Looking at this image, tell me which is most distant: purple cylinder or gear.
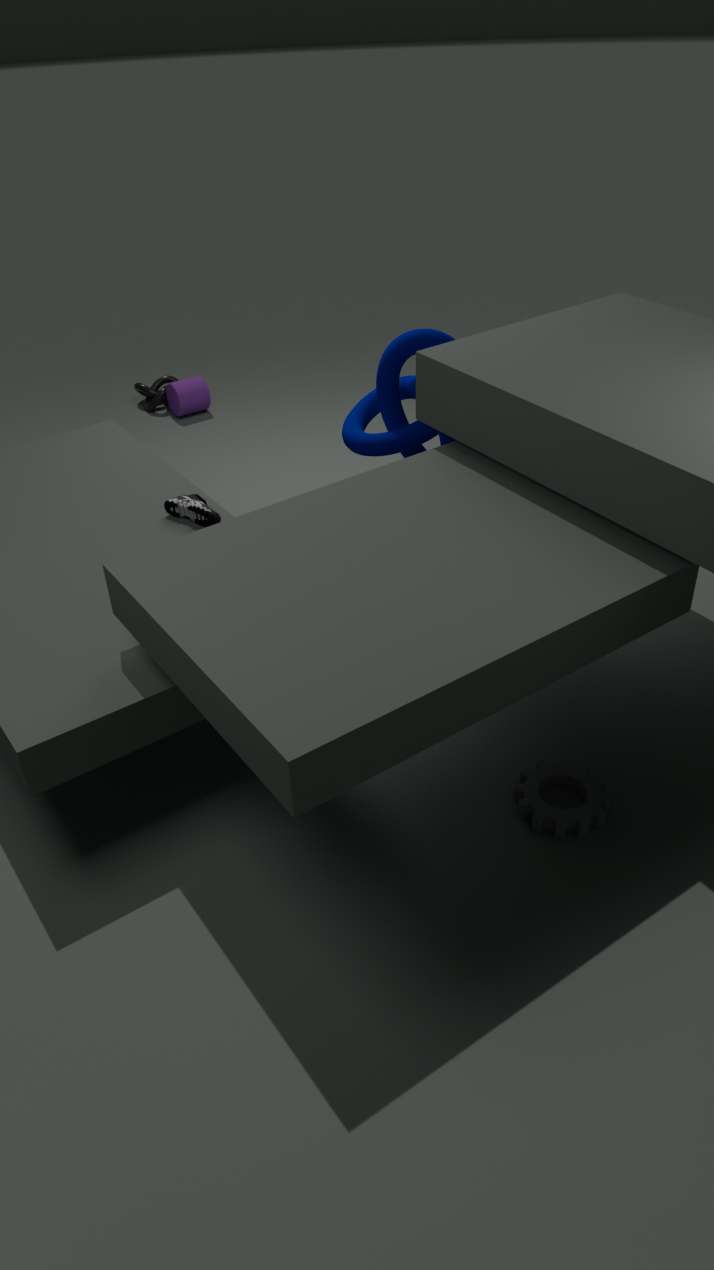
purple cylinder
